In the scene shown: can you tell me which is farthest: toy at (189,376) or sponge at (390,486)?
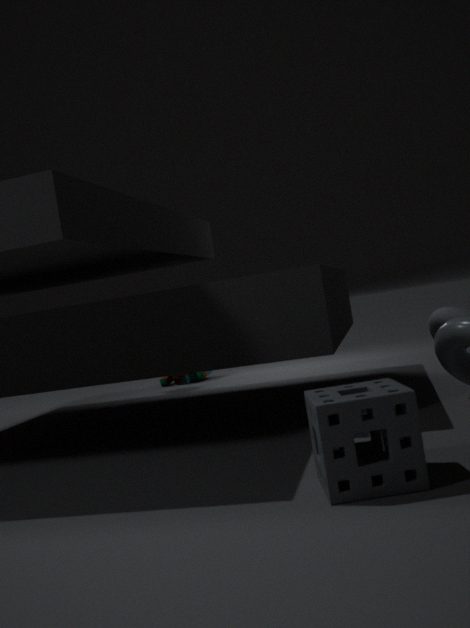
toy at (189,376)
